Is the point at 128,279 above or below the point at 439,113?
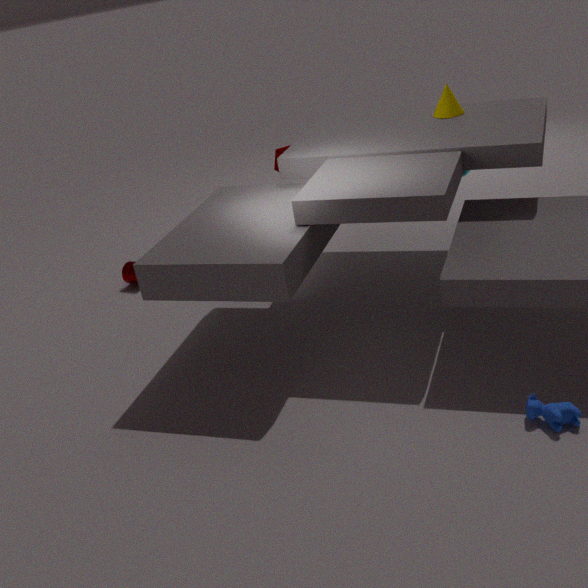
below
